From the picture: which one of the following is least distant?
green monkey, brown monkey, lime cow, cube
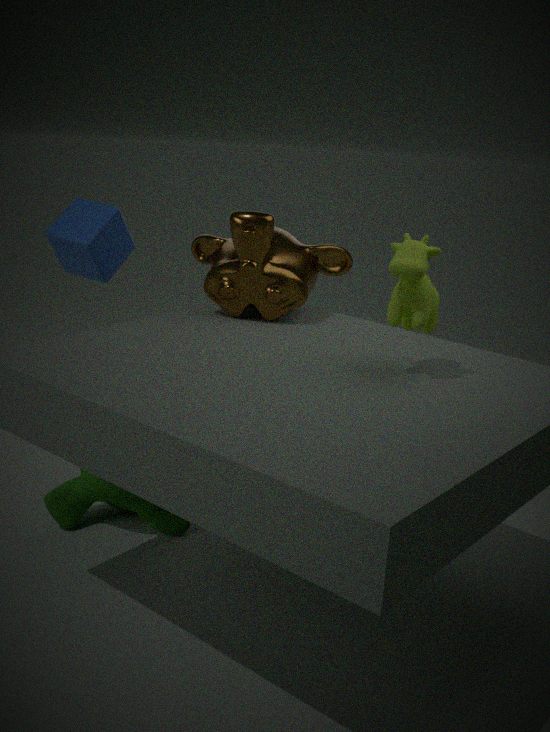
lime cow
